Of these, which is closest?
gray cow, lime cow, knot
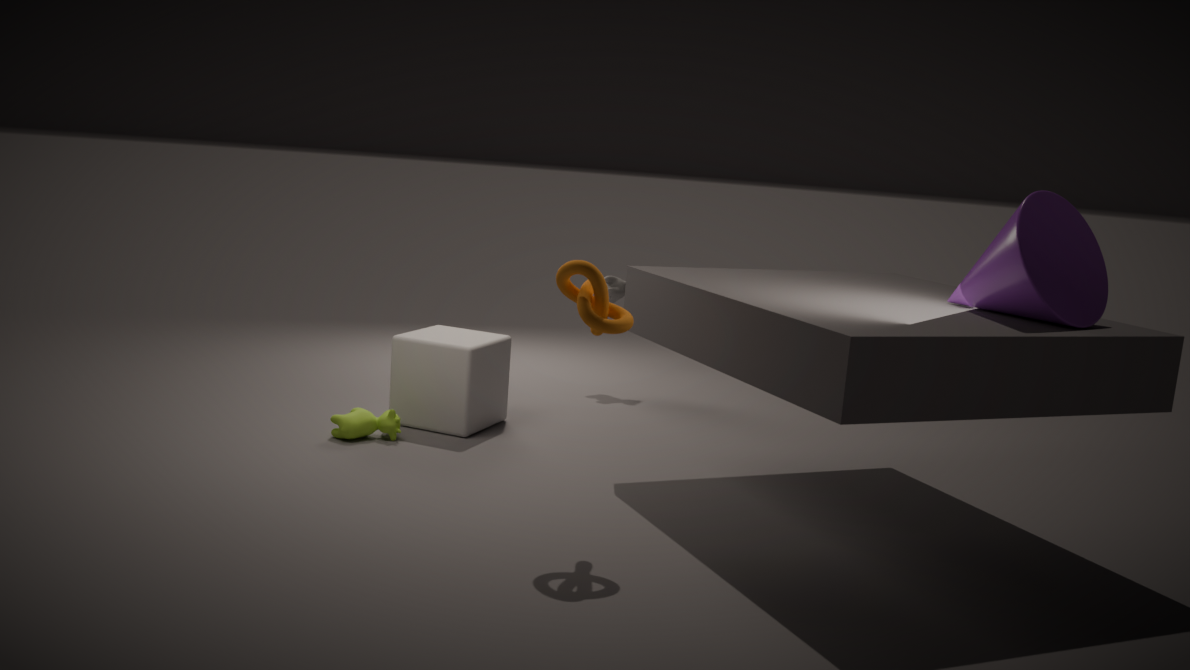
knot
